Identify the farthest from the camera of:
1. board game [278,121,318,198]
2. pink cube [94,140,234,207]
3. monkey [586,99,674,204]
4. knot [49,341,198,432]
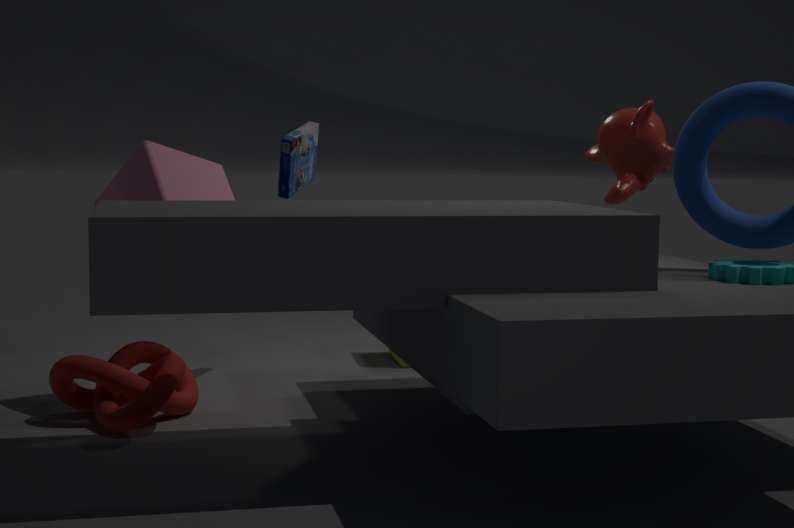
board game [278,121,318,198]
